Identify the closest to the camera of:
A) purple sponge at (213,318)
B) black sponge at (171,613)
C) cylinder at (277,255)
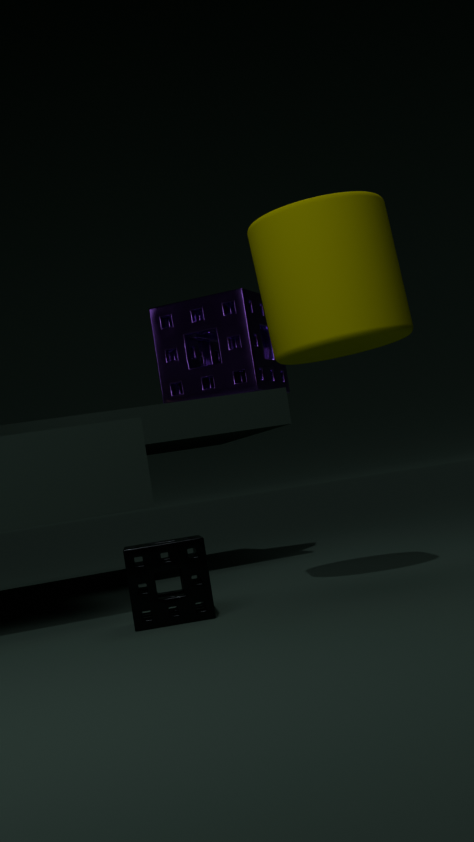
black sponge at (171,613)
